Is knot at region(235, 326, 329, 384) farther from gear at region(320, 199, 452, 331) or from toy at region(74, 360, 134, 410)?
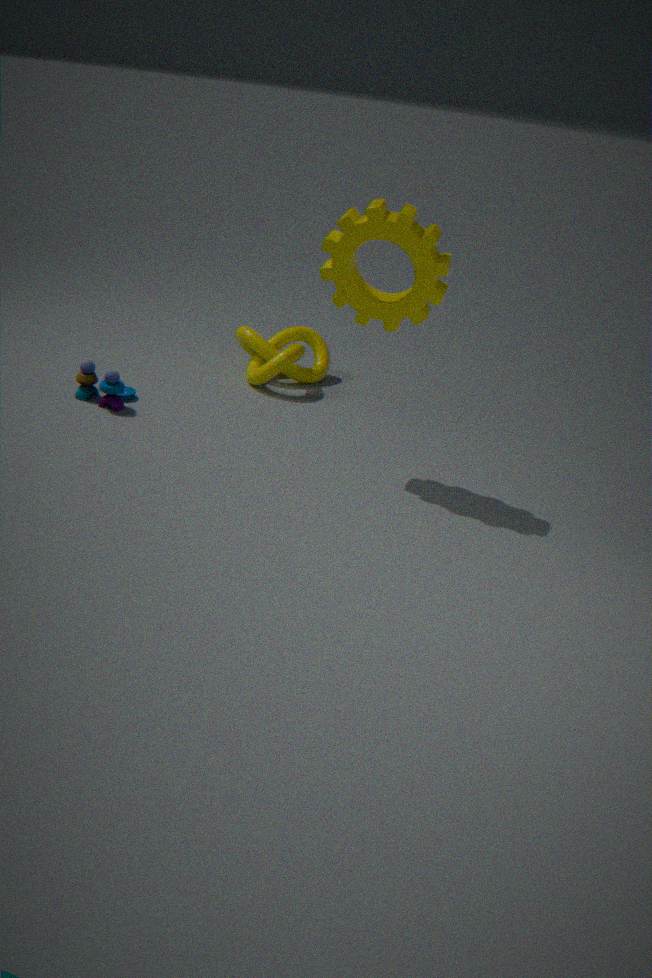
gear at region(320, 199, 452, 331)
